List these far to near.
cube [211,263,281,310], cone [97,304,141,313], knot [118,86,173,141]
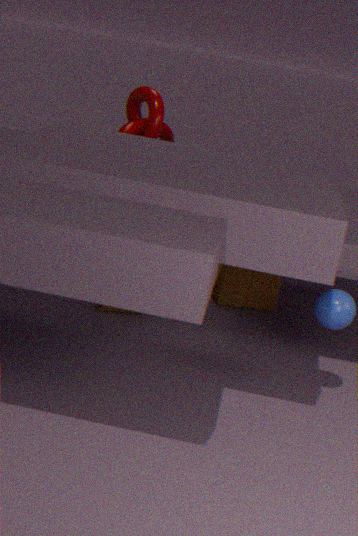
1. cube [211,263,281,310]
2. cone [97,304,141,313]
3. knot [118,86,173,141]
